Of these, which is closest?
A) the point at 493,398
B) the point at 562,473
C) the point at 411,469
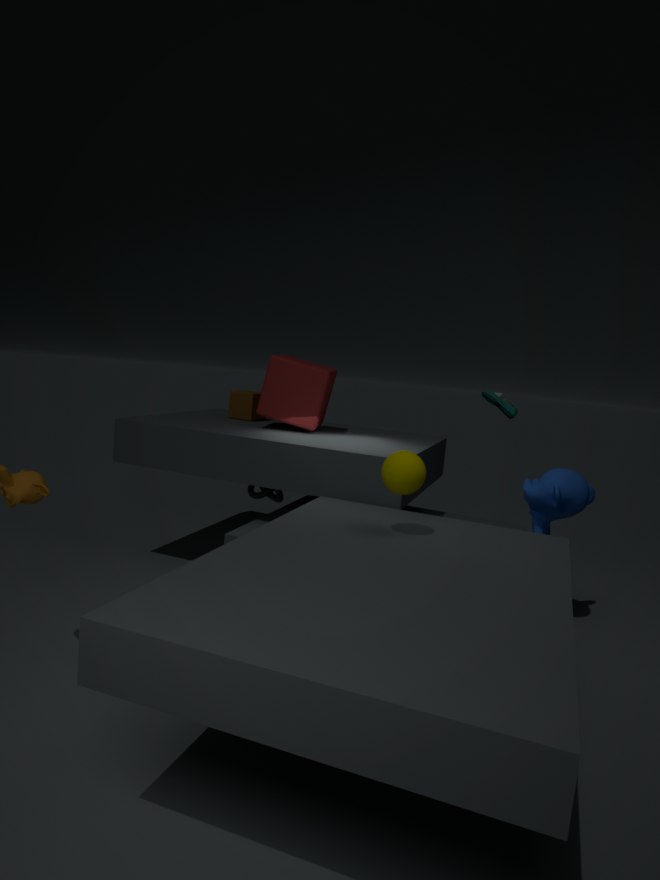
the point at 411,469
